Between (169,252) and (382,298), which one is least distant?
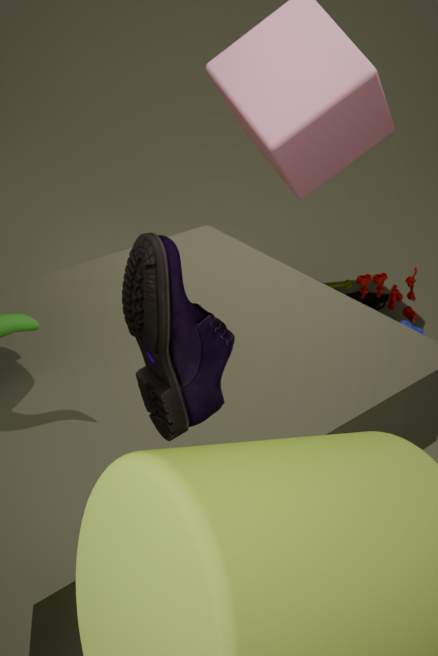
(169,252)
